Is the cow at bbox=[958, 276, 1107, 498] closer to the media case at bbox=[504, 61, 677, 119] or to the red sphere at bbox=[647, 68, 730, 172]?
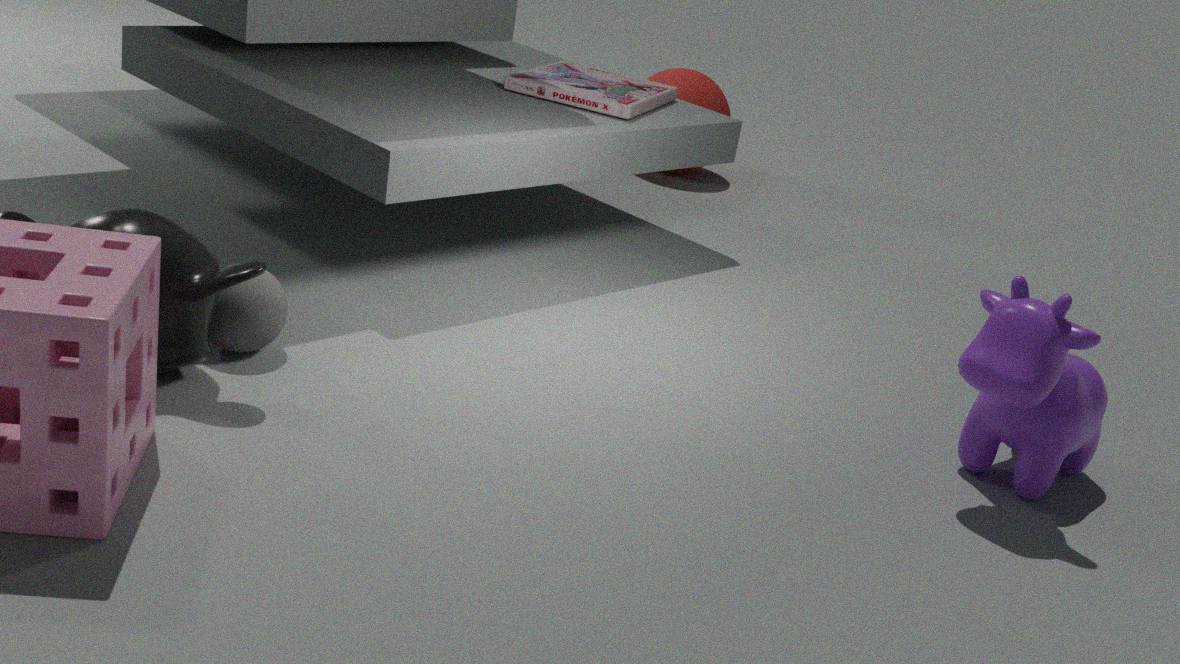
the media case at bbox=[504, 61, 677, 119]
